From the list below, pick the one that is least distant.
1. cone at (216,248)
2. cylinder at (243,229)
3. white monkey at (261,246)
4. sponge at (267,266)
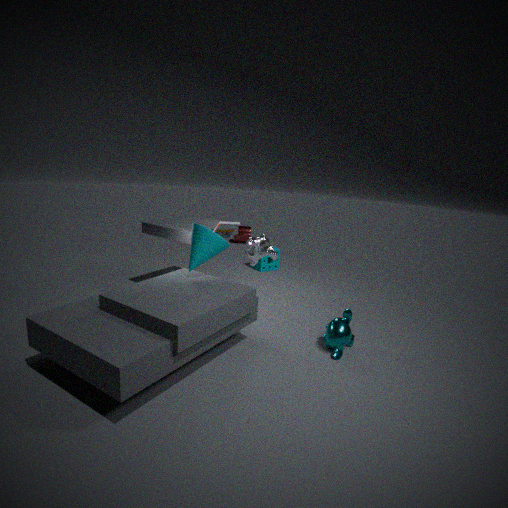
cone at (216,248)
